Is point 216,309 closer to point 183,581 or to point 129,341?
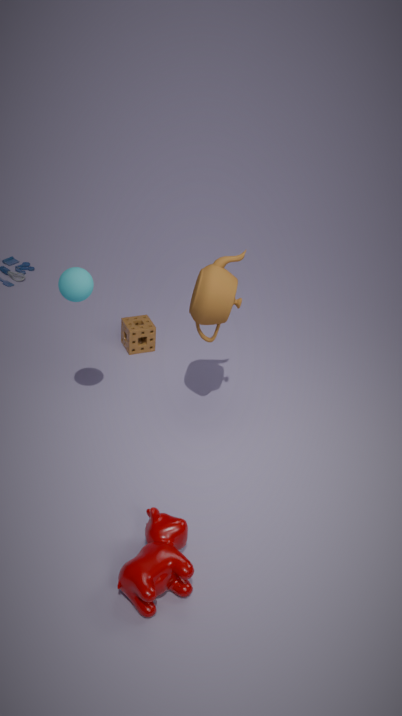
point 129,341
